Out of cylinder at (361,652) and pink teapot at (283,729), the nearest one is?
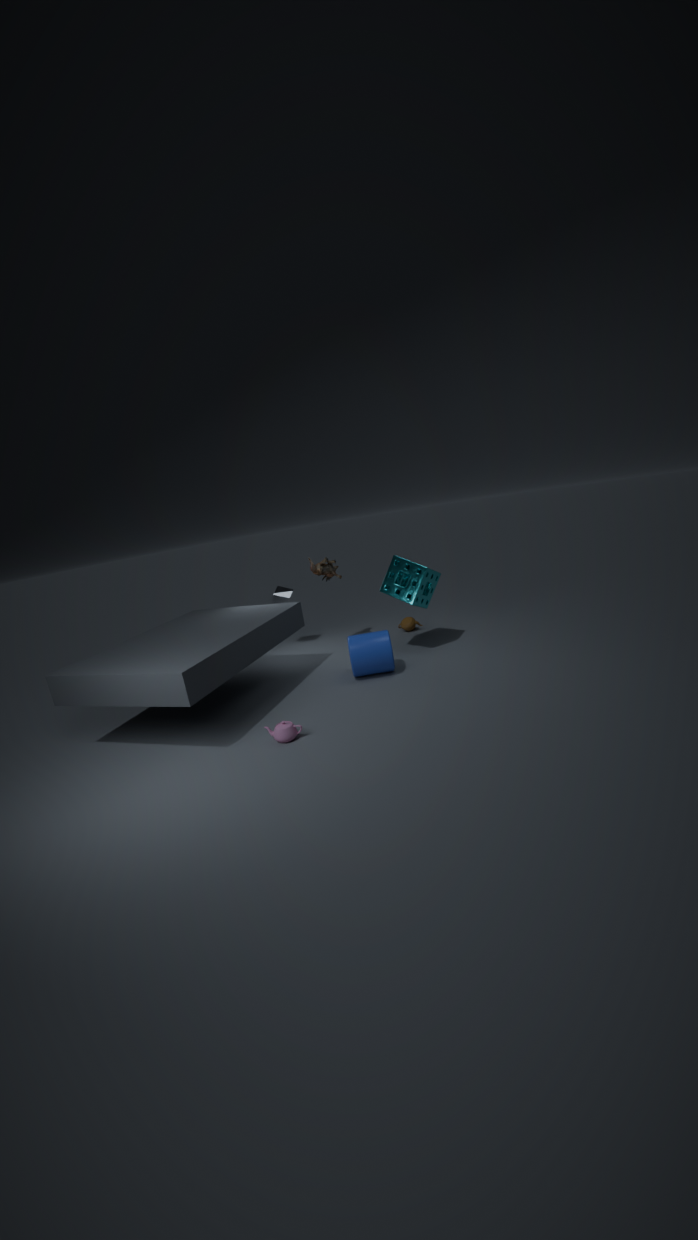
pink teapot at (283,729)
